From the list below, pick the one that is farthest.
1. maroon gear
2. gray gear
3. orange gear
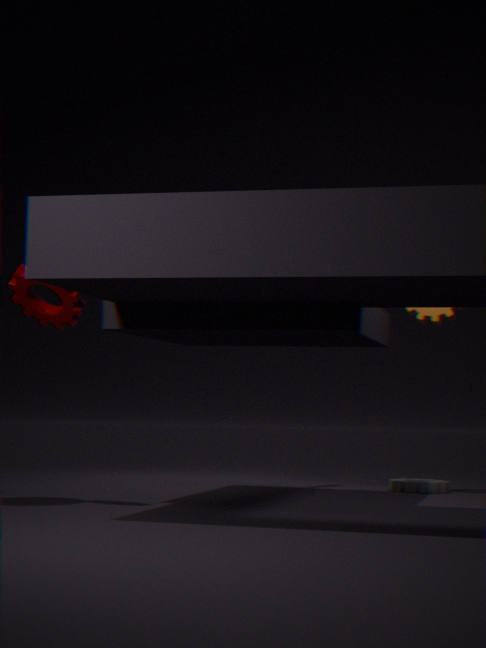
gray gear
